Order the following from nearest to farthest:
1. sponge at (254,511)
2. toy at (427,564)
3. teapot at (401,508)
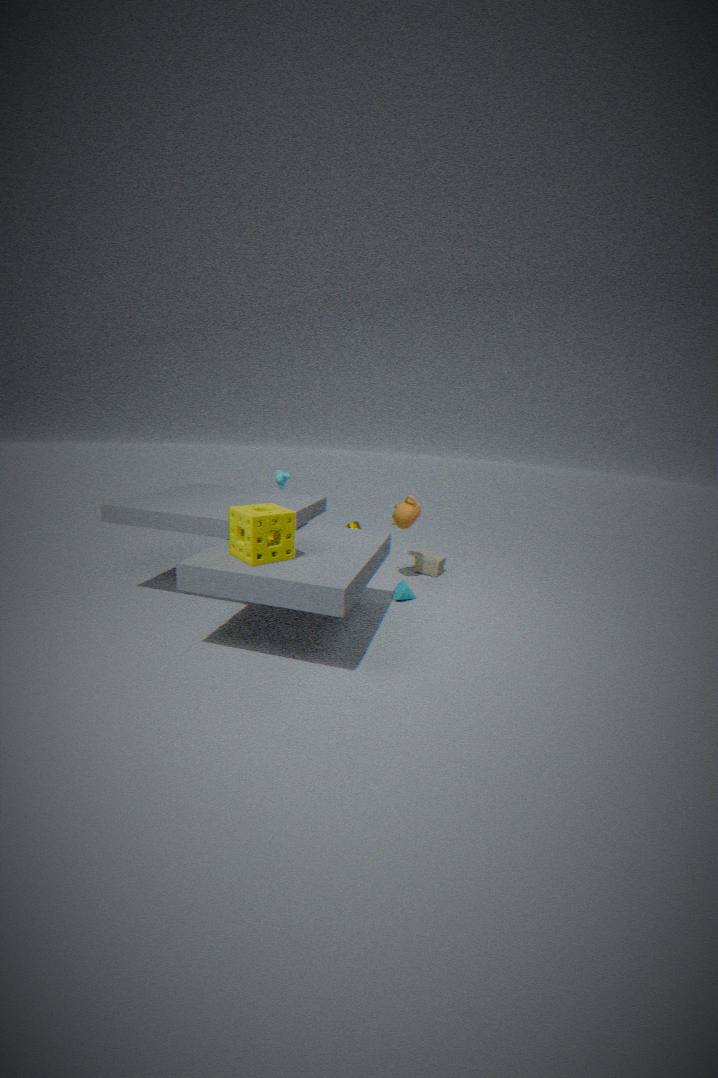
sponge at (254,511)
teapot at (401,508)
toy at (427,564)
